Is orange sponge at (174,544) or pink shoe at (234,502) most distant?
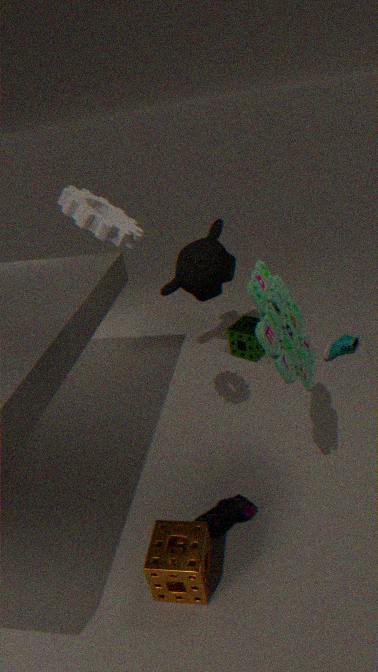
pink shoe at (234,502)
